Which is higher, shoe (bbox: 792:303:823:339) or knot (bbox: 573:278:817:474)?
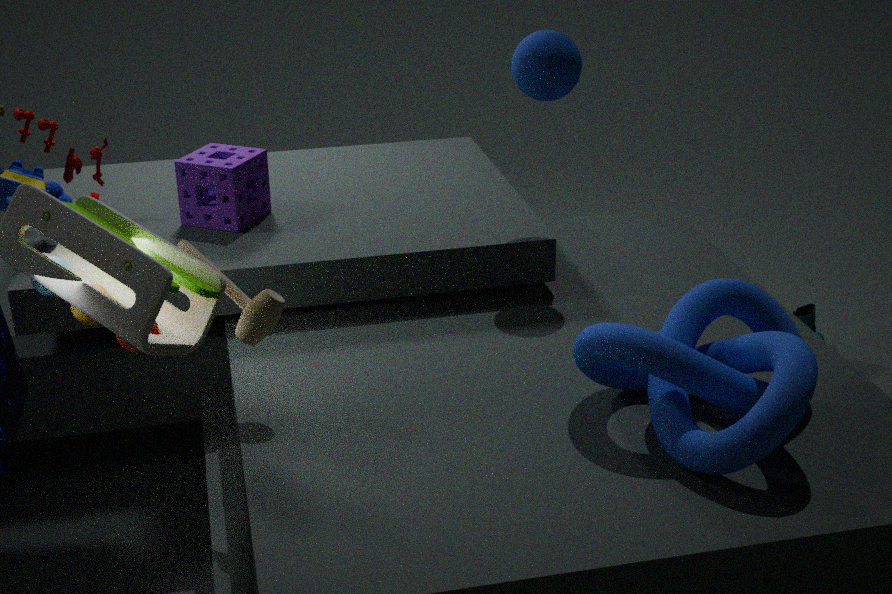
knot (bbox: 573:278:817:474)
